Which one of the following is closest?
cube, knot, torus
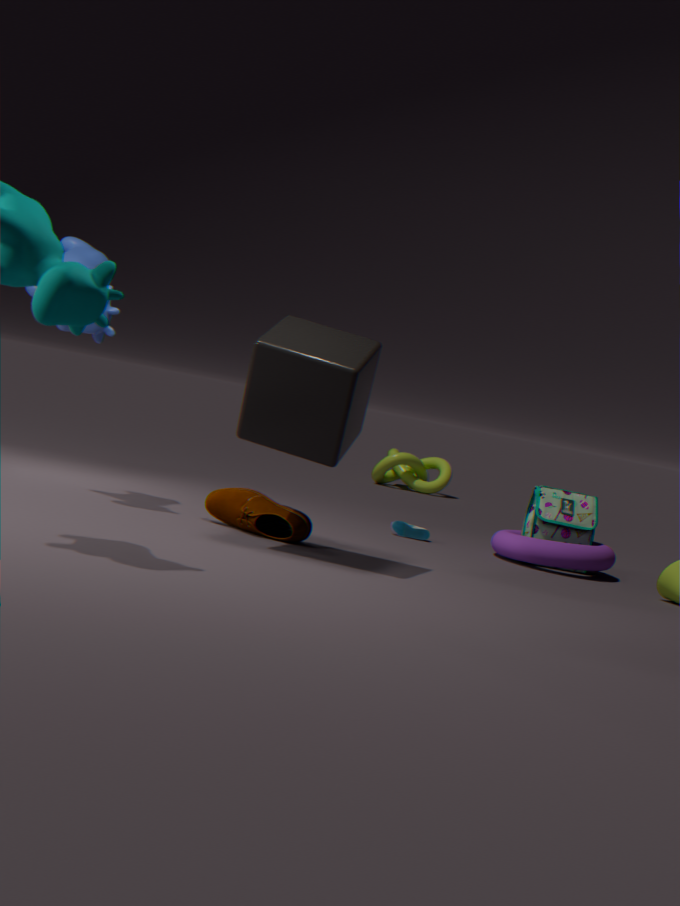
cube
